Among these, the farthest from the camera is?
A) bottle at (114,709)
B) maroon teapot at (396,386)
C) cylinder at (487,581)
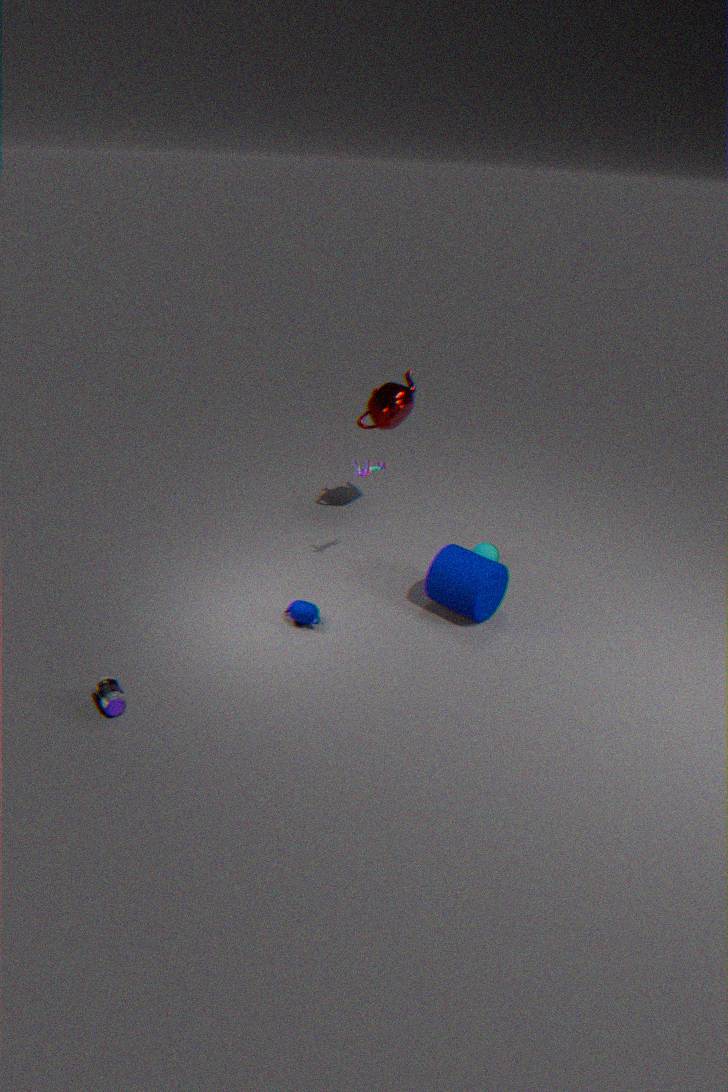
maroon teapot at (396,386)
